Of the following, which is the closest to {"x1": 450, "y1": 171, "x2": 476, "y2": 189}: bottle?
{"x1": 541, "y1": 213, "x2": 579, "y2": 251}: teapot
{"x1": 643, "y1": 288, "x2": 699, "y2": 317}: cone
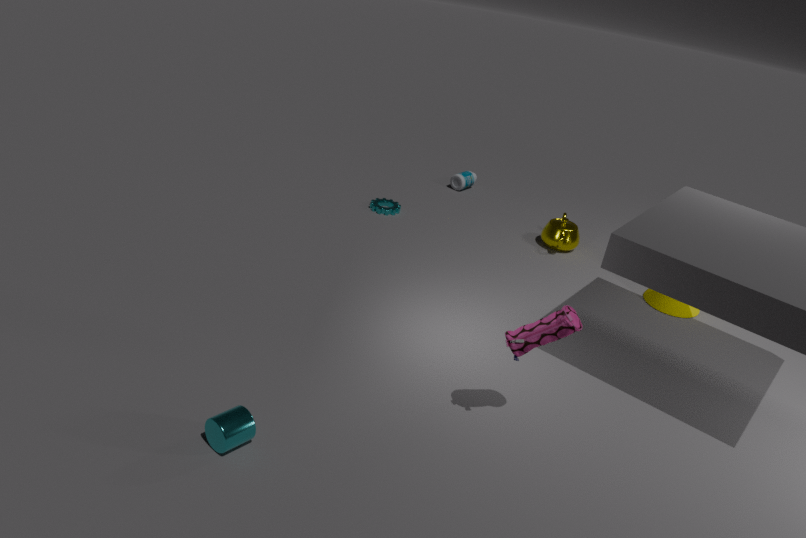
{"x1": 541, "y1": 213, "x2": 579, "y2": 251}: teapot
